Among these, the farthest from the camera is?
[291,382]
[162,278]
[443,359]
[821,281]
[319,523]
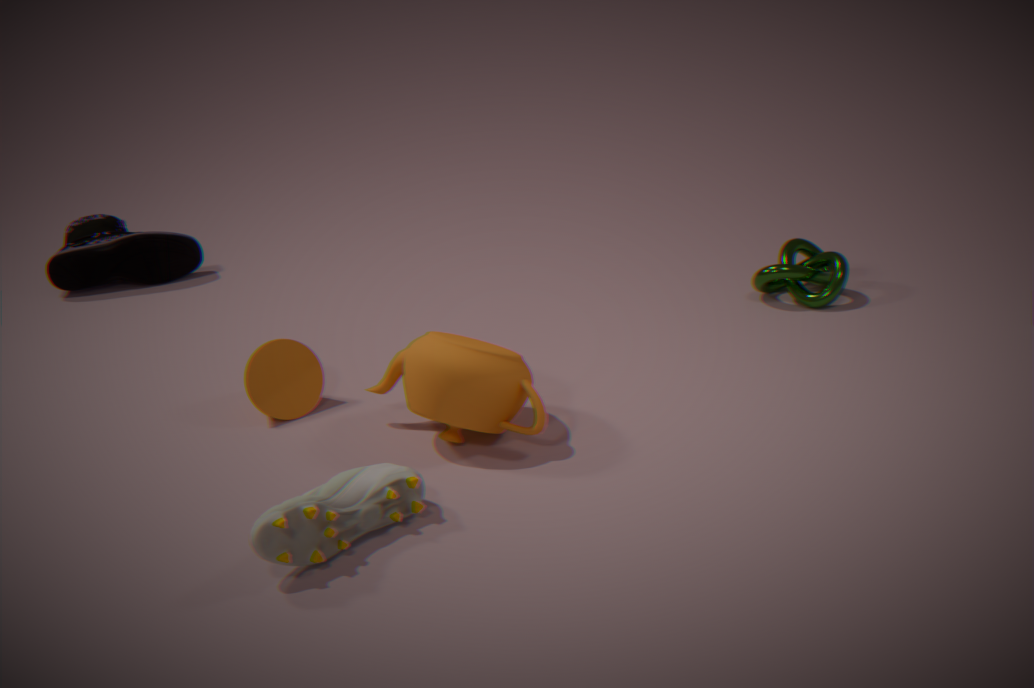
[162,278]
